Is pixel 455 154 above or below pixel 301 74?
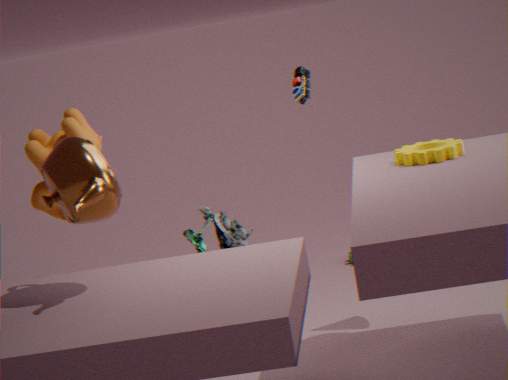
below
